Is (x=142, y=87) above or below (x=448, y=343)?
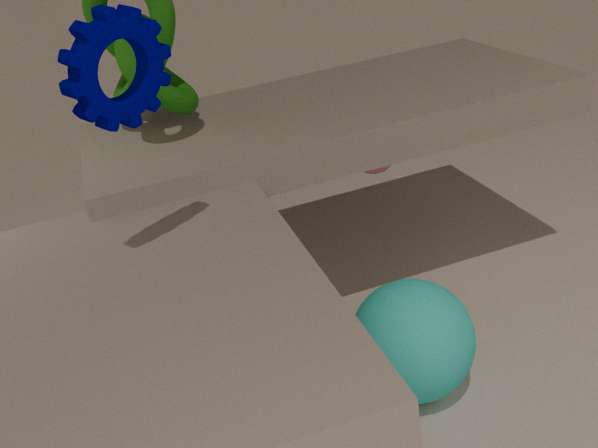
above
